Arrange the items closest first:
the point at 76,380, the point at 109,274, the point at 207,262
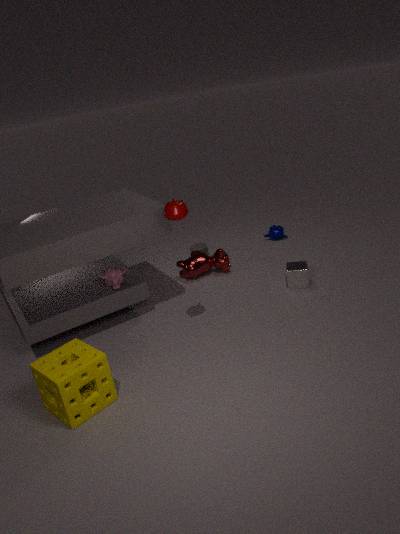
the point at 76,380
the point at 109,274
the point at 207,262
